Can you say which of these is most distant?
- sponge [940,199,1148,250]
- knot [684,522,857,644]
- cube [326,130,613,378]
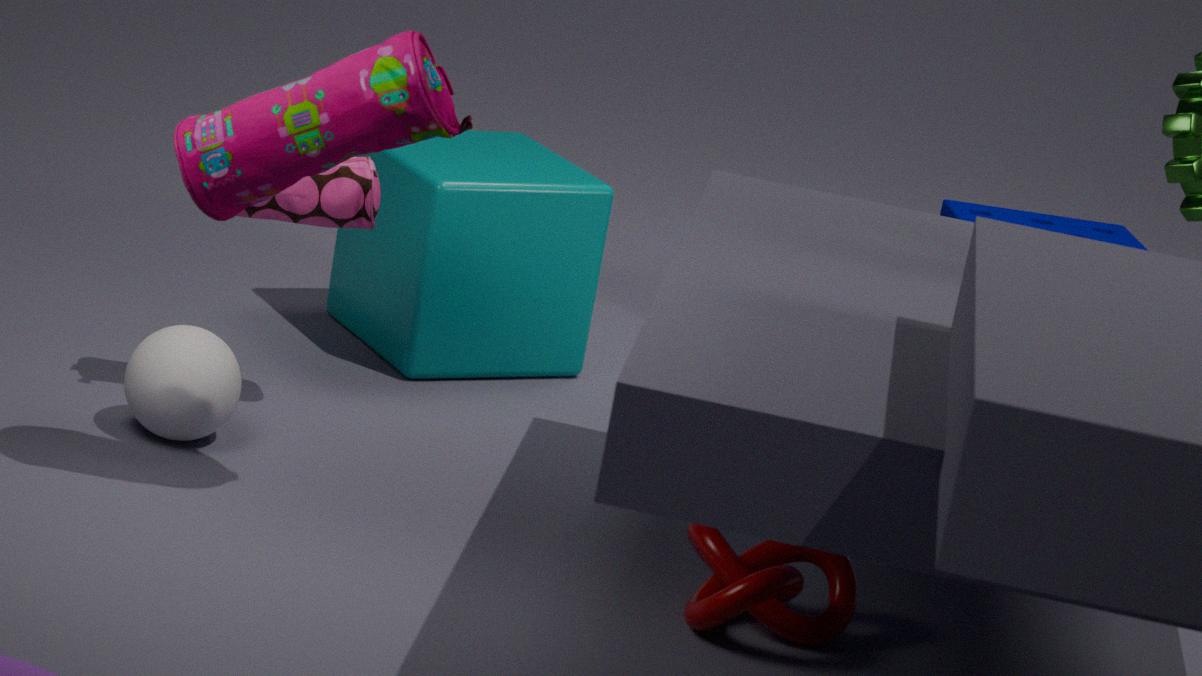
sponge [940,199,1148,250]
